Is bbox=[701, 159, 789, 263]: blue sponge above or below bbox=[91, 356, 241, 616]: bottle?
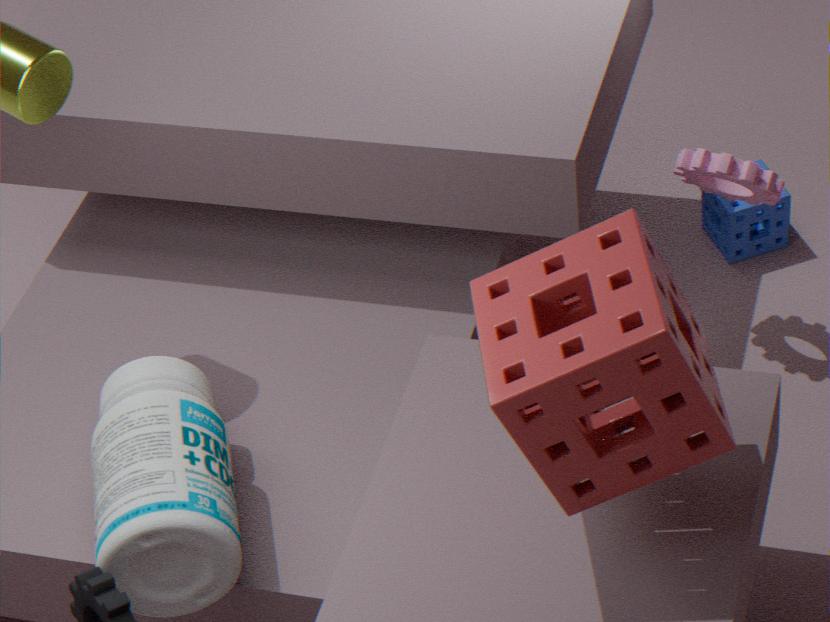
below
